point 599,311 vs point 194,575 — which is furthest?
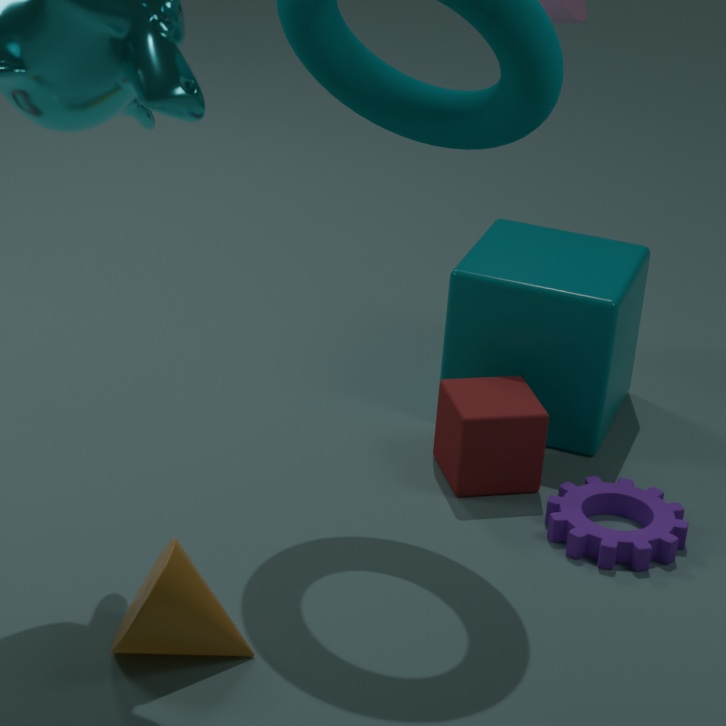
point 599,311
